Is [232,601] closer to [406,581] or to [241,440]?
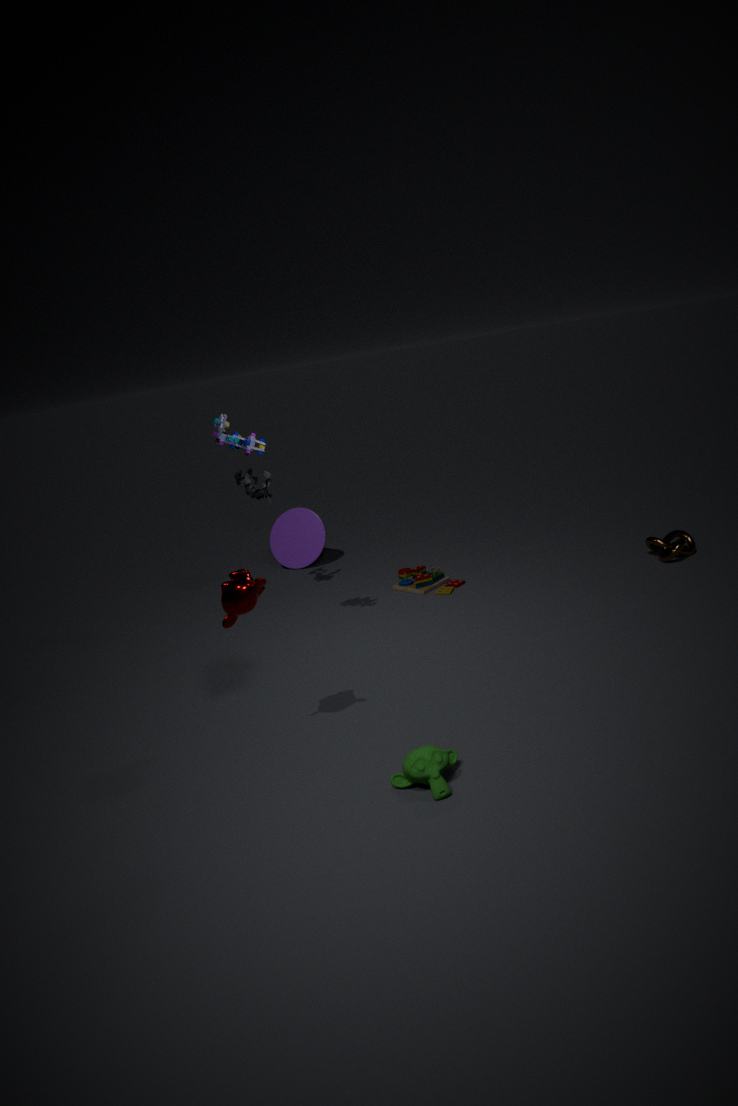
[241,440]
